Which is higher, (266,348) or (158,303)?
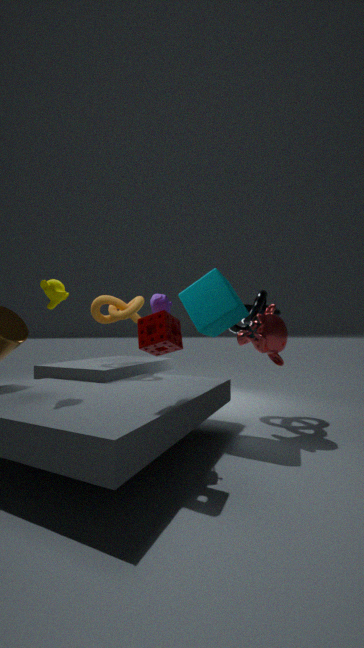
(158,303)
